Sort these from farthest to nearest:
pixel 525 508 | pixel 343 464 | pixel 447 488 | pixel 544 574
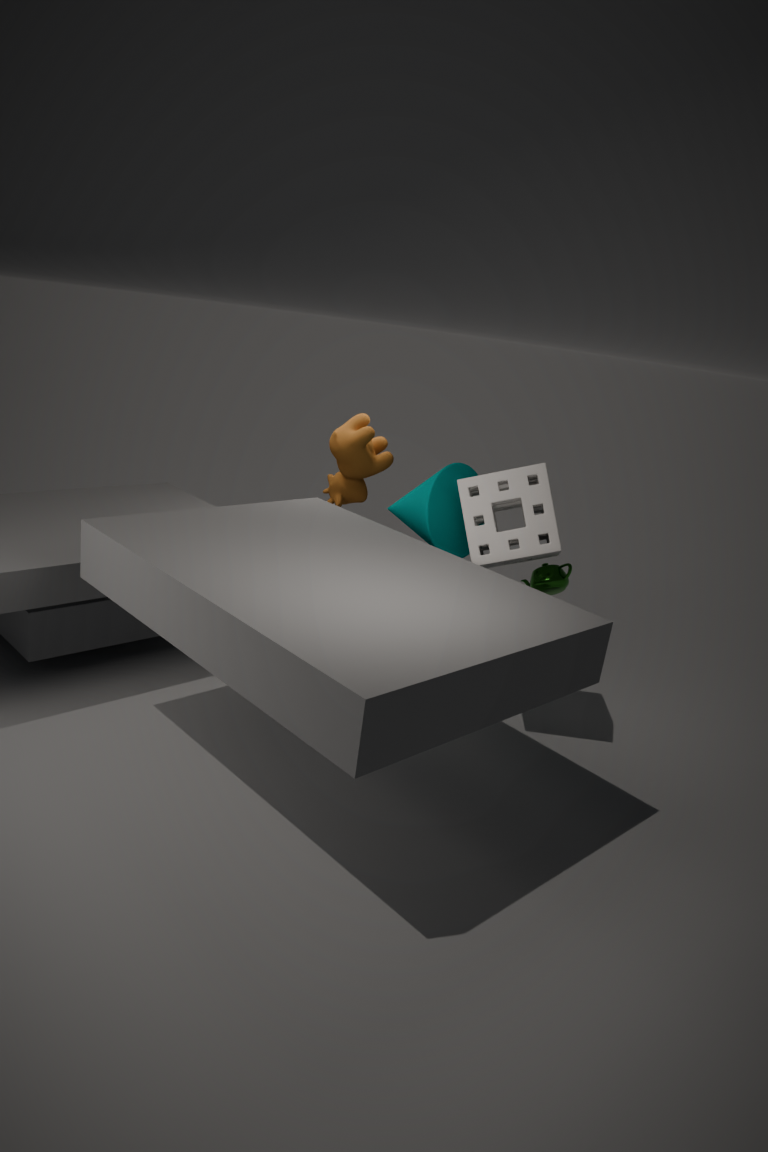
pixel 343 464 → pixel 447 488 → pixel 544 574 → pixel 525 508
